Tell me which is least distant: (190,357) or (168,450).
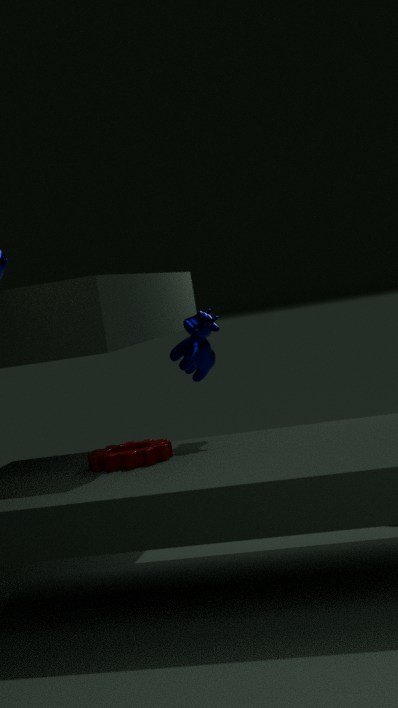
(168,450)
